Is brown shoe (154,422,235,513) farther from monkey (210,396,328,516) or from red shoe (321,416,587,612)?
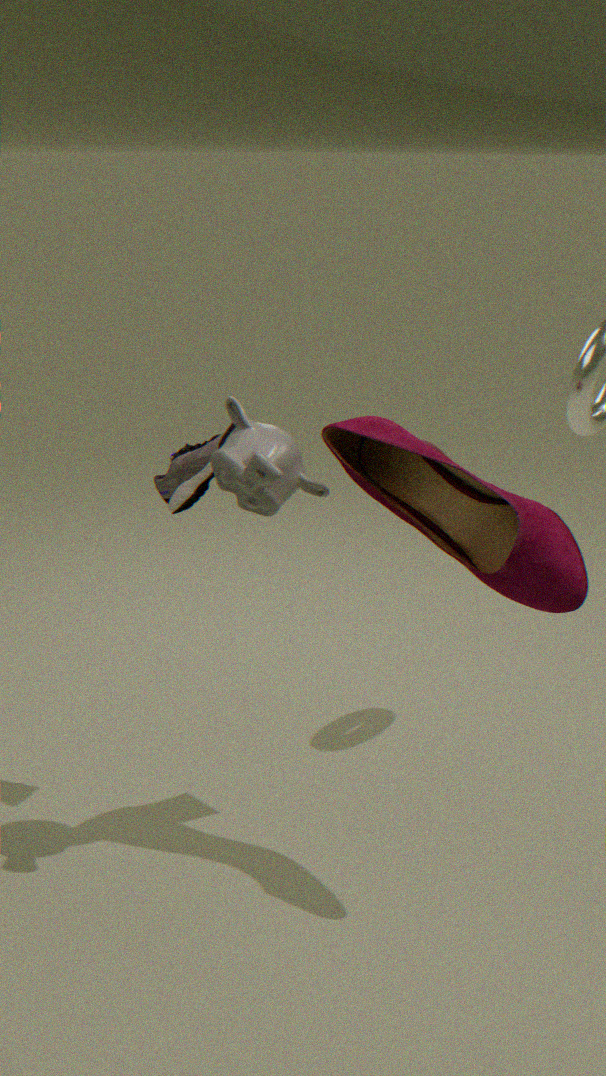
red shoe (321,416,587,612)
